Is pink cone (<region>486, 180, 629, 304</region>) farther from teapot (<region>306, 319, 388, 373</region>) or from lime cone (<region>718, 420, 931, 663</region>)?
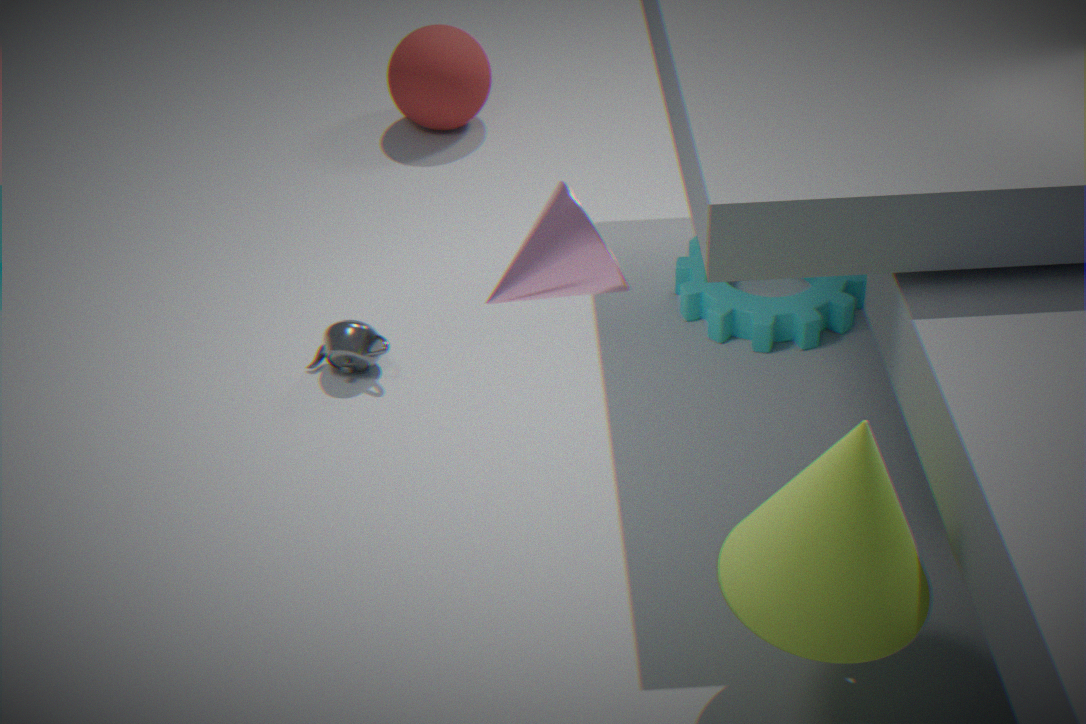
teapot (<region>306, 319, 388, 373</region>)
